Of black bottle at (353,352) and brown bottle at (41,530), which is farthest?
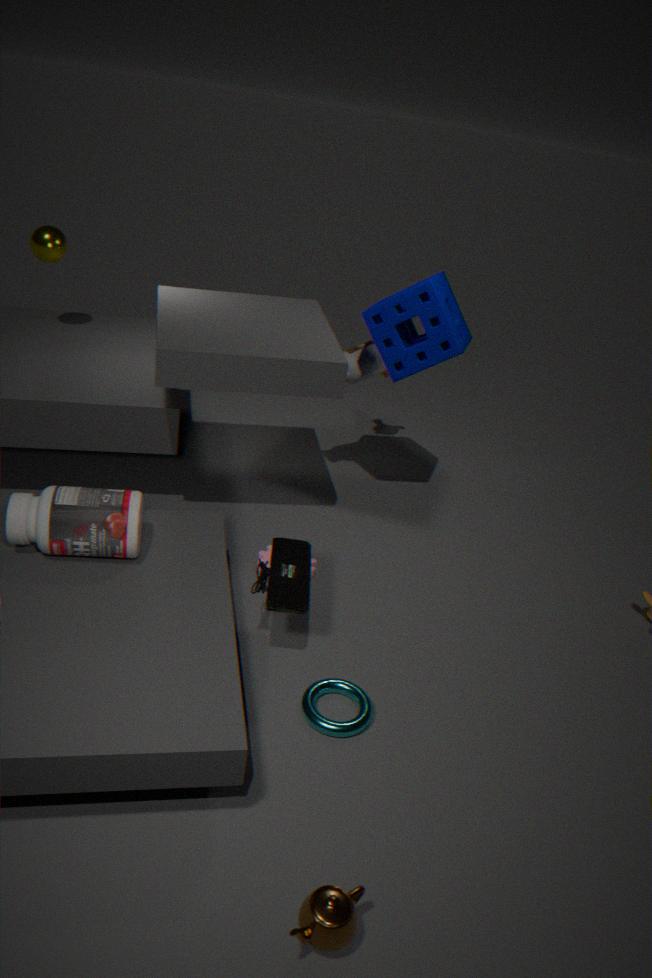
black bottle at (353,352)
